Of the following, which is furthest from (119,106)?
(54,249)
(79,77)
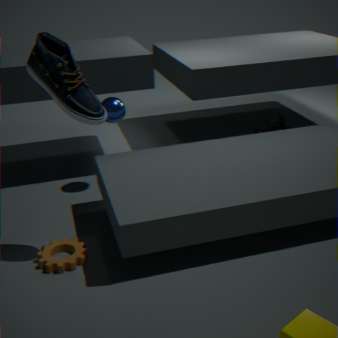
(54,249)
